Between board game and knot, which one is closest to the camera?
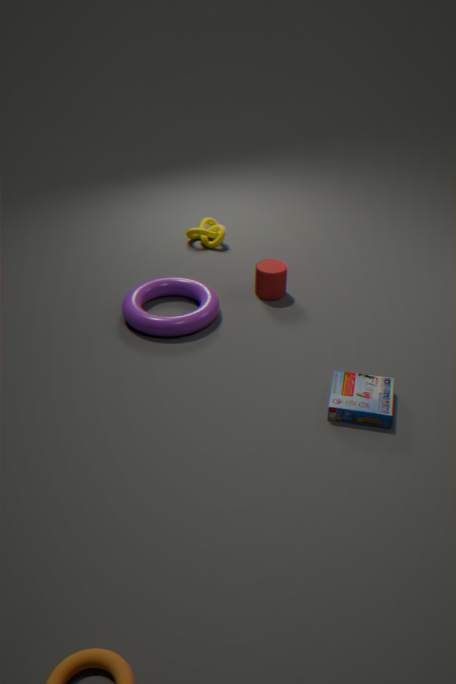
board game
